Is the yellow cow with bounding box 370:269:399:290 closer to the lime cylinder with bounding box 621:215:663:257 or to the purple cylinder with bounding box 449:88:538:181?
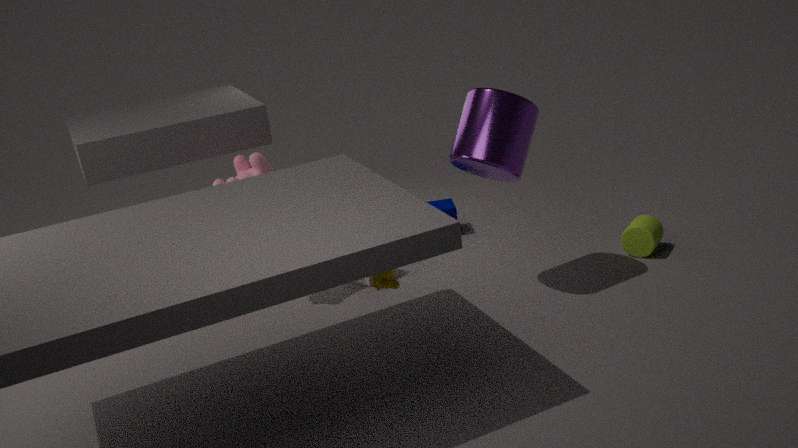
the purple cylinder with bounding box 449:88:538:181
